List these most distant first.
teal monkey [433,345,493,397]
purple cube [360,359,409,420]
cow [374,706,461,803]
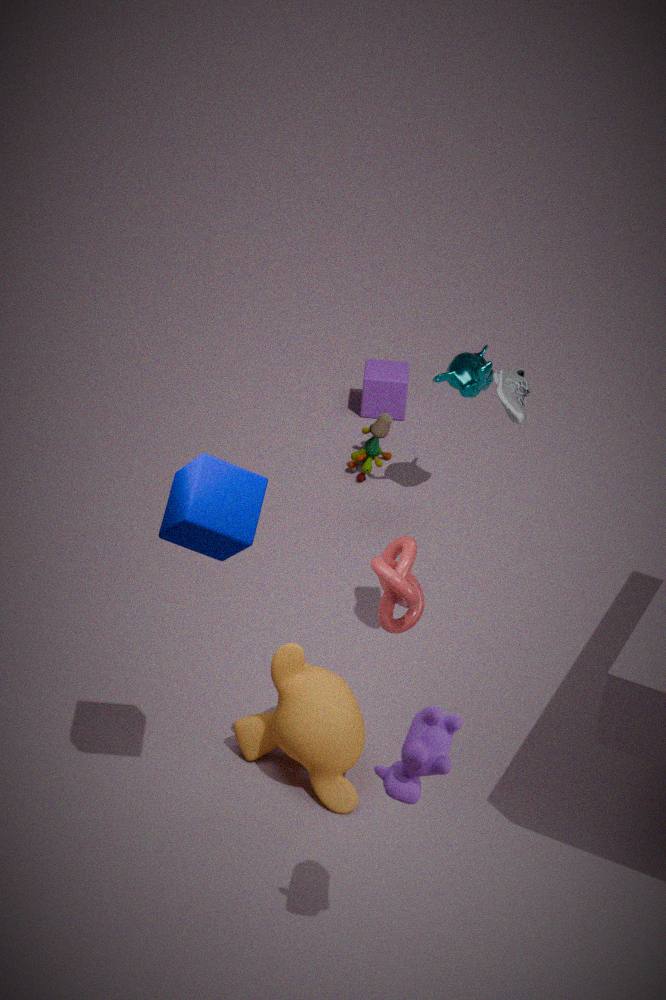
purple cube [360,359,409,420] → teal monkey [433,345,493,397] → cow [374,706,461,803]
